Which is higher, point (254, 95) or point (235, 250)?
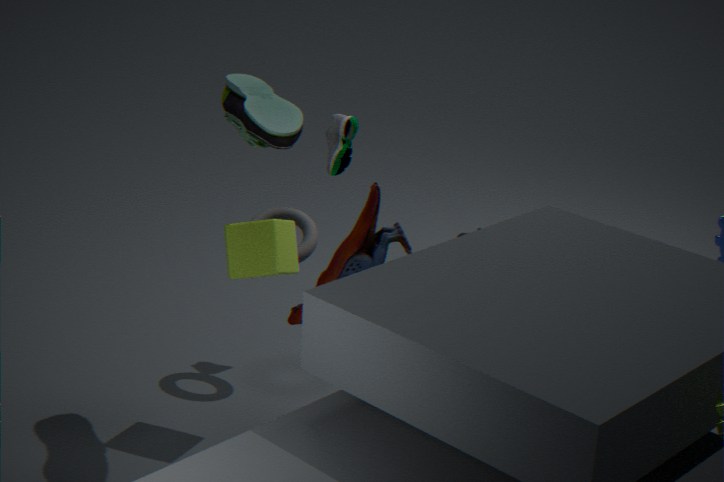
point (254, 95)
